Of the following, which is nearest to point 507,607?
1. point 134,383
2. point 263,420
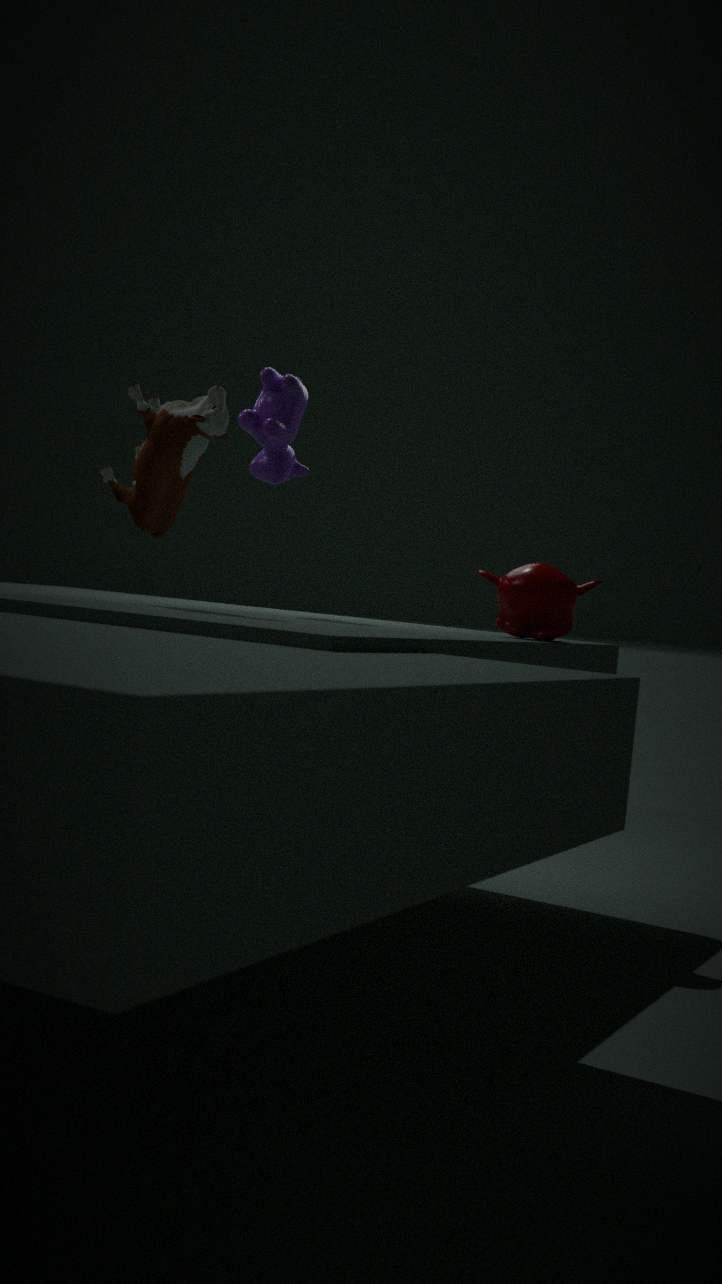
point 263,420
